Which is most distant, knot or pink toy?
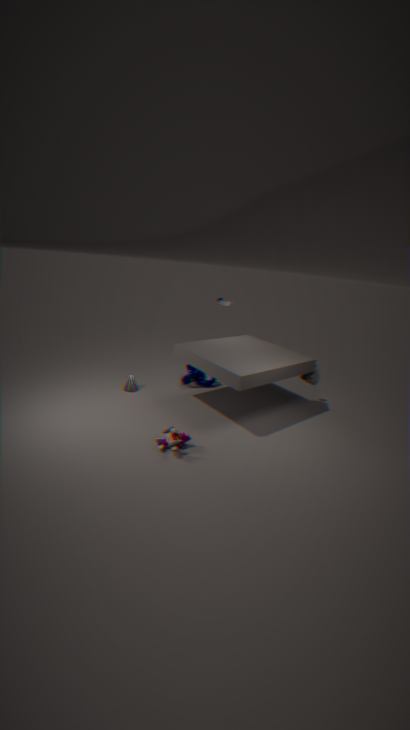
knot
